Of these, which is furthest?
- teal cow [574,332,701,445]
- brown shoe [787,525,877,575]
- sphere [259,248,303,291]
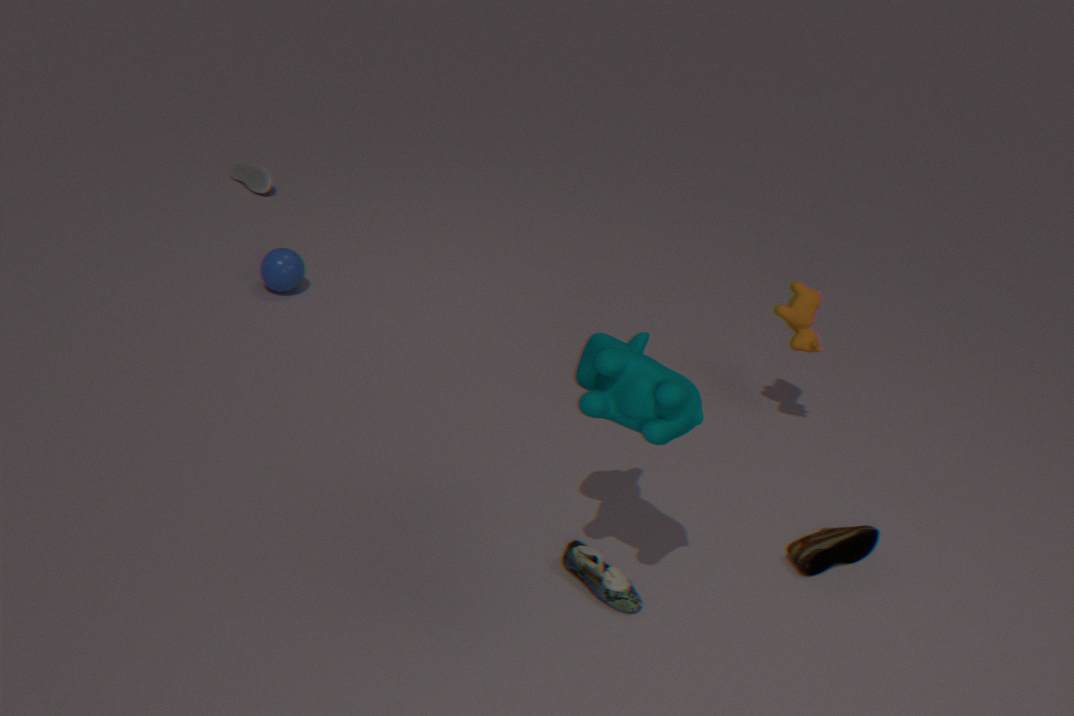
sphere [259,248,303,291]
